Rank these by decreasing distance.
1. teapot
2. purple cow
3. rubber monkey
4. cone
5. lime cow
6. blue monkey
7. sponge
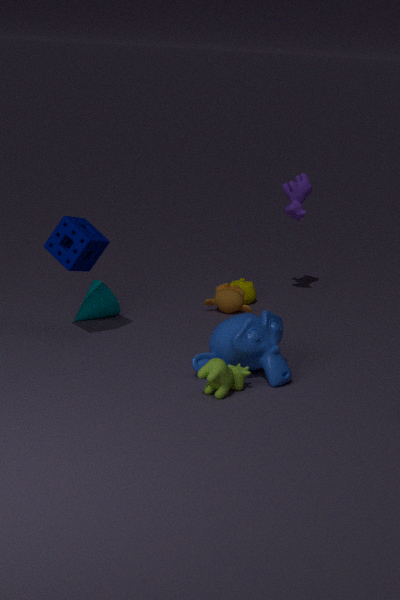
teapot
purple cow
rubber monkey
cone
sponge
blue monkey
lime cow
